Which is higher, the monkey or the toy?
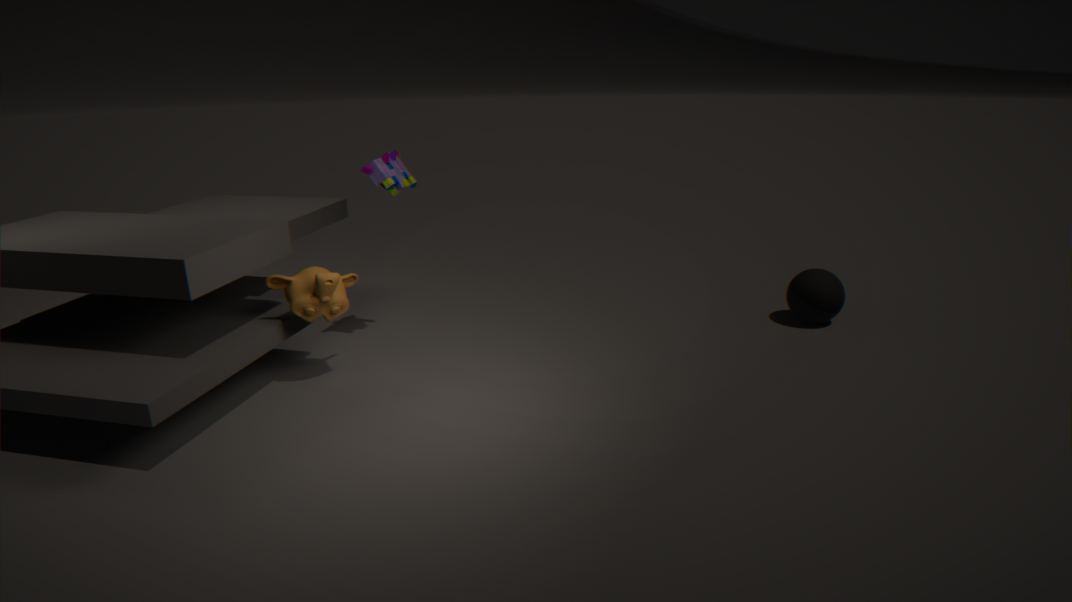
the toy
